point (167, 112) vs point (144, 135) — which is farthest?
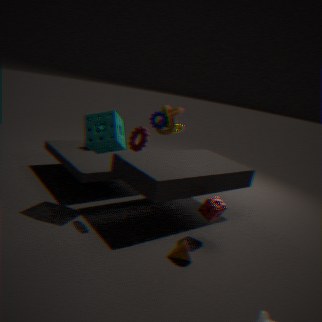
point (167, 112)
